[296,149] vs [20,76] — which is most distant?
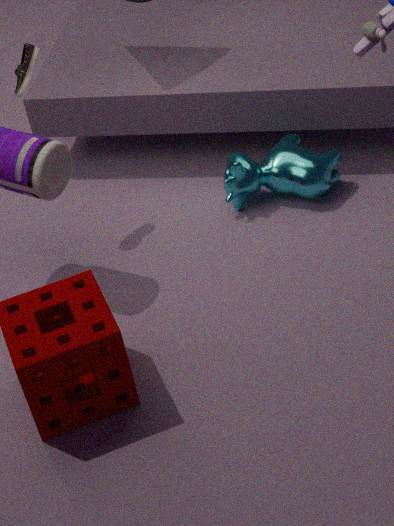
[296,149]
